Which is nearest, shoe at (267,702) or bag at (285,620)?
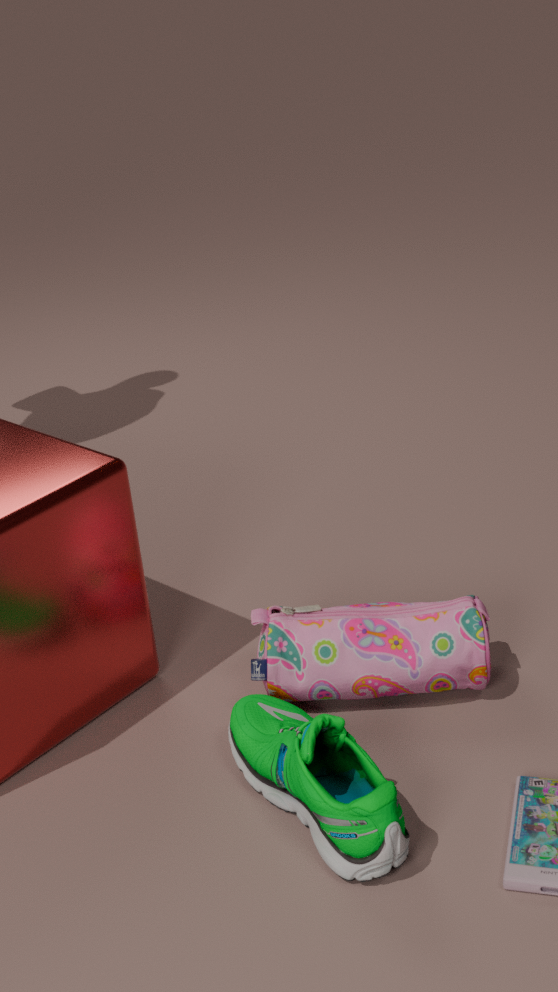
shoe at (267,702)
